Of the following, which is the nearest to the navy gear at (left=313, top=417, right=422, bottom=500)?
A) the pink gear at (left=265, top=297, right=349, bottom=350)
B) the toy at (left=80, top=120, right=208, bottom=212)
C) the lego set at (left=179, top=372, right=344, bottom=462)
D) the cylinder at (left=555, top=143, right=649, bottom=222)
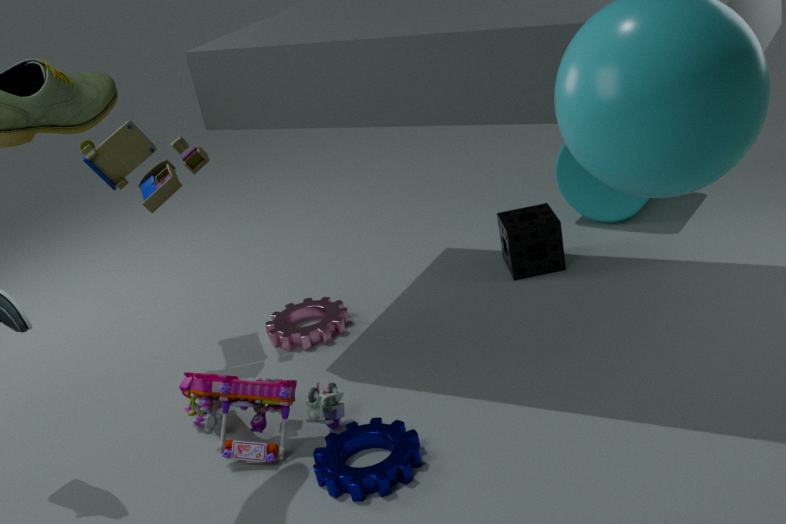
the lego set at (left=179, top=372, right=344, bottom=462)
